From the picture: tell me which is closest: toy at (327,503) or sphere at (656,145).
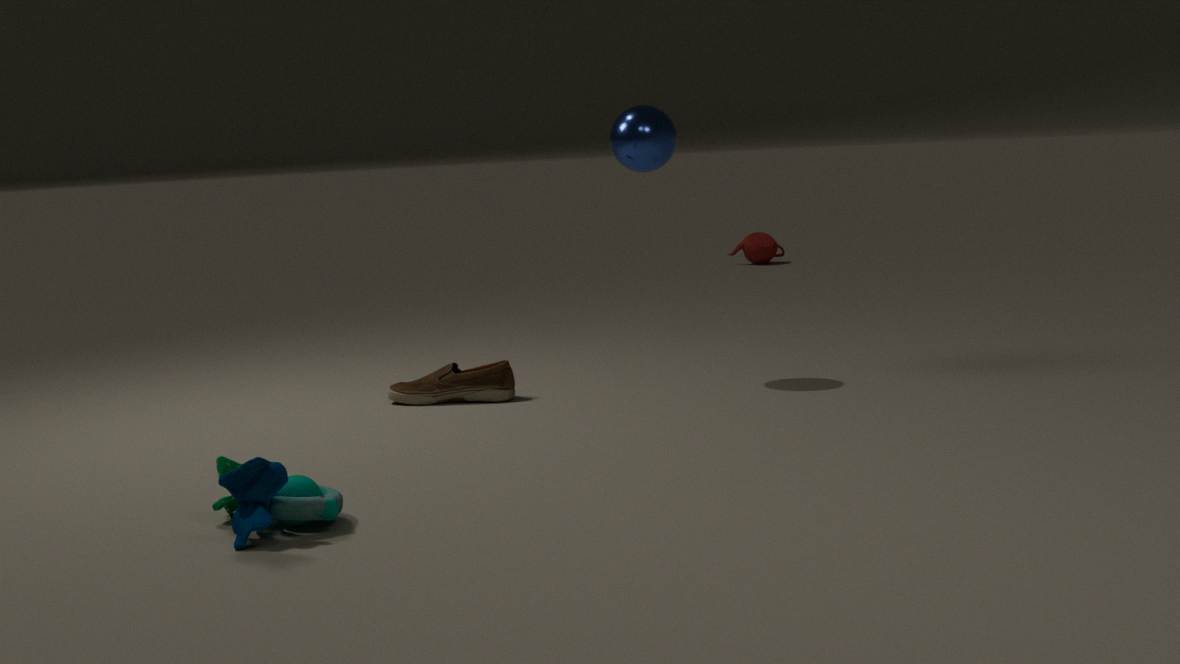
toy at (327,503)
